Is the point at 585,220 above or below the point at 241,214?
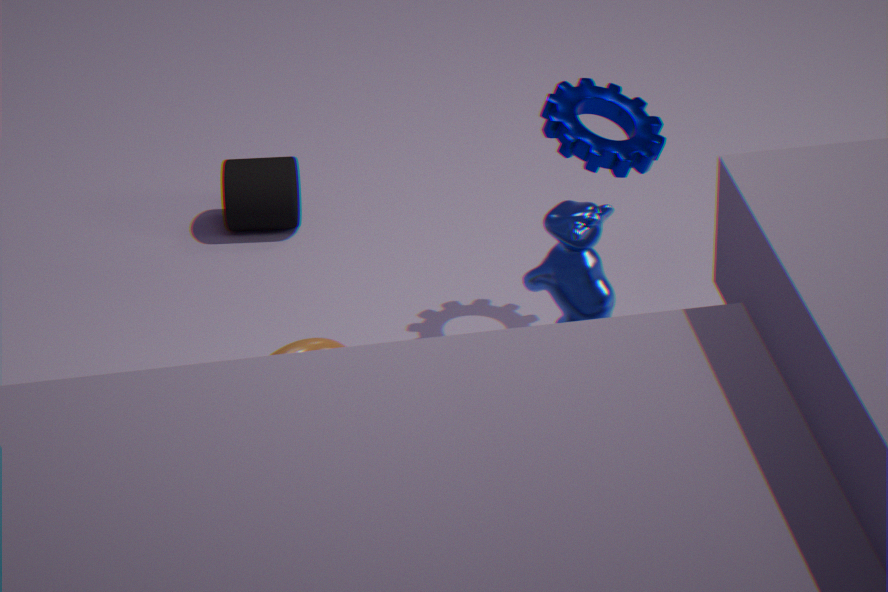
above
